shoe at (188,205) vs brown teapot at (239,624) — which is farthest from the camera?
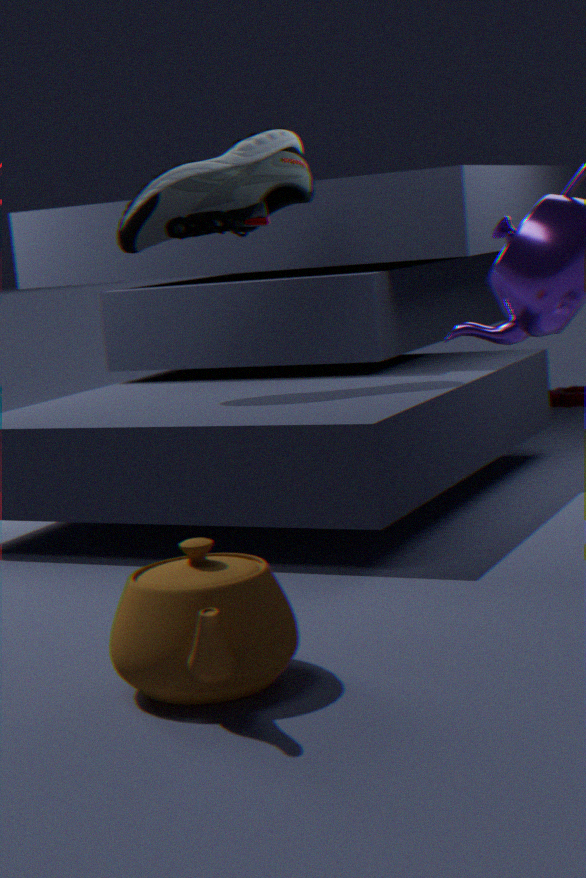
shoe at (188,205)
